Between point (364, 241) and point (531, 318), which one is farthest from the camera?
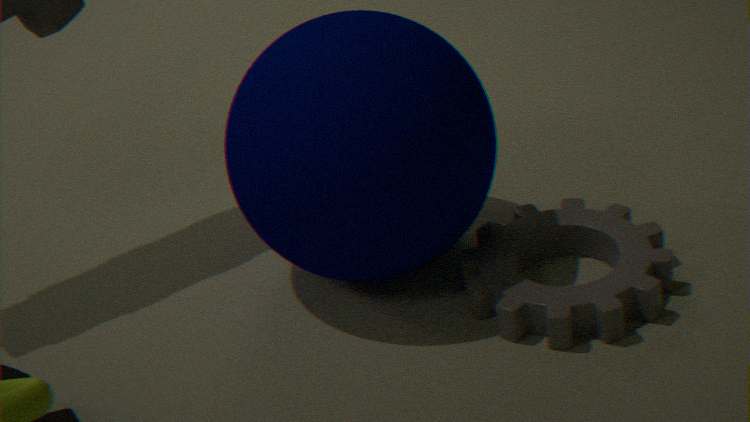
point (531, 318)
